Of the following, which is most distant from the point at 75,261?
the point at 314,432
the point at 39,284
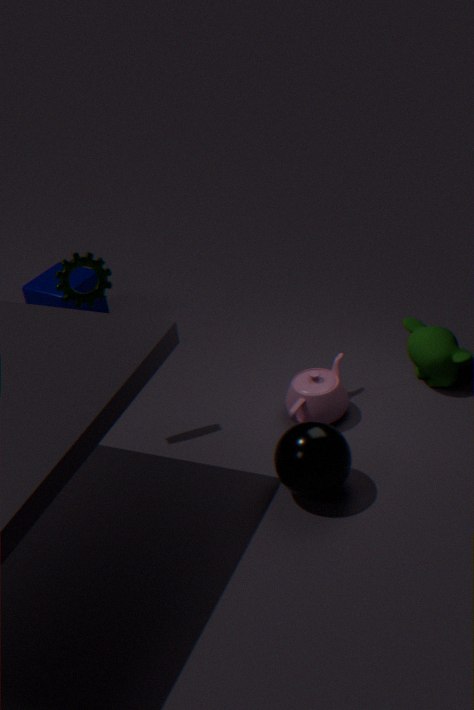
the point at 314,432
